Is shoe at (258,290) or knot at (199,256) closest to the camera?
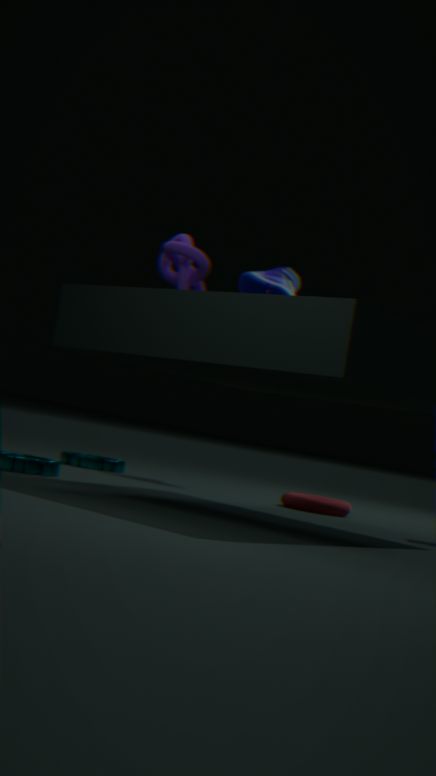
knot at (199,256)
